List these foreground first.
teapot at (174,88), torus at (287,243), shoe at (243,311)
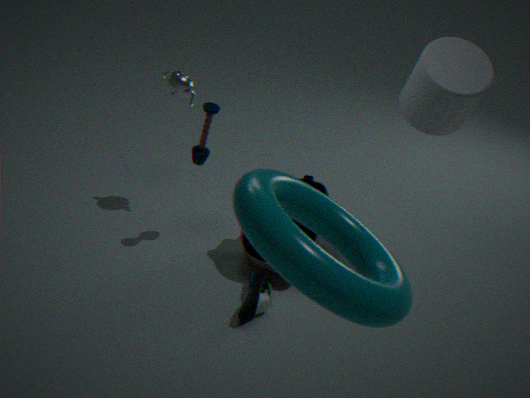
torus at (287,243), shoe at (243,311), teapot at (174,88)
